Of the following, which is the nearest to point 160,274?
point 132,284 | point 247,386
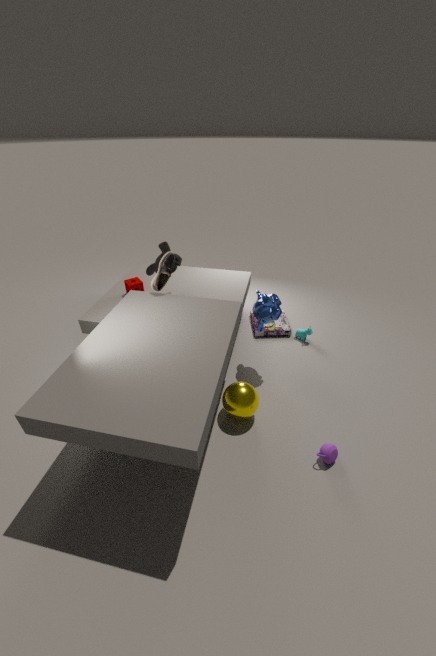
point 132,284
